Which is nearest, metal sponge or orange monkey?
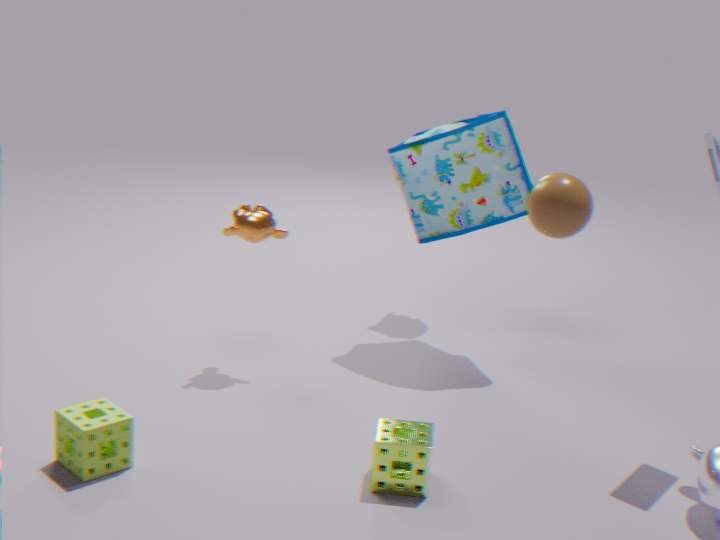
metal sponge
